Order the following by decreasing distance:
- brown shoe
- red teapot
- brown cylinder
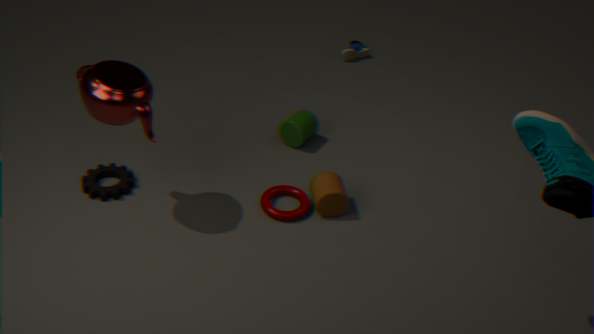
brown shoe, brown cylinder, red teapot
